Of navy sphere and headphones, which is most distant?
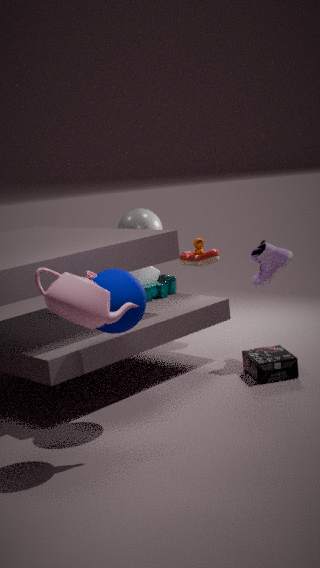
headphones
